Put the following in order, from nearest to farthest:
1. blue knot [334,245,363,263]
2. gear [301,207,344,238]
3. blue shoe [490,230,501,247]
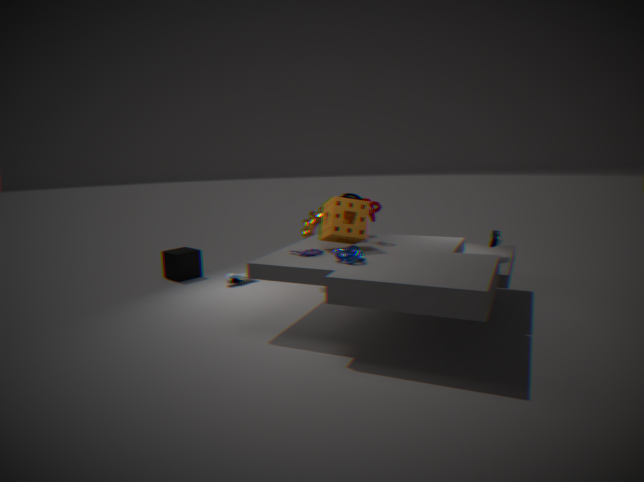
blue knot [334,245,363,263] < blue shoe [490,230,501,247] < gear [301,207,344,238]
